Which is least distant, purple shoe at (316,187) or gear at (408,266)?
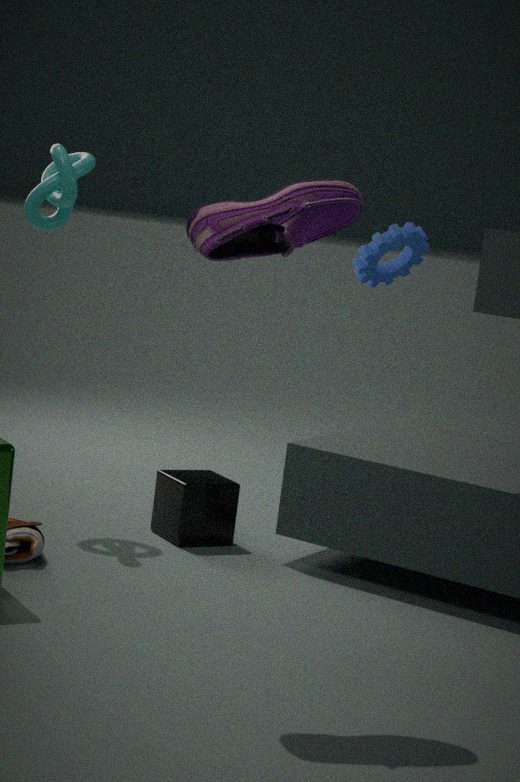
purple shoe at (316,187)
